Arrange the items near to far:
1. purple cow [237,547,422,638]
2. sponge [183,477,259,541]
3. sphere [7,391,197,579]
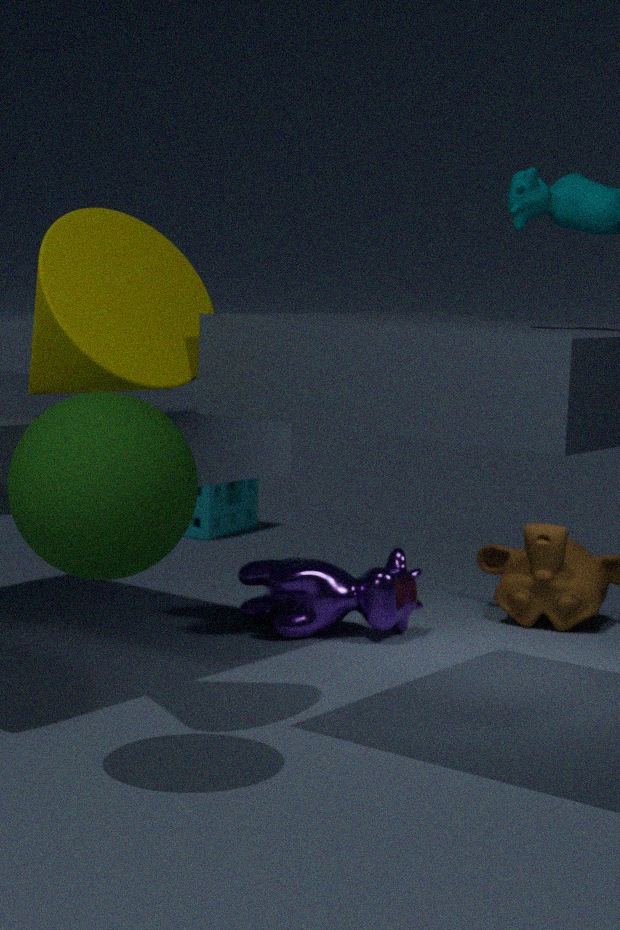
sphere [7,391,197,579] < purple cow [237,547,422,638] < sponge [183,477,259,541]
